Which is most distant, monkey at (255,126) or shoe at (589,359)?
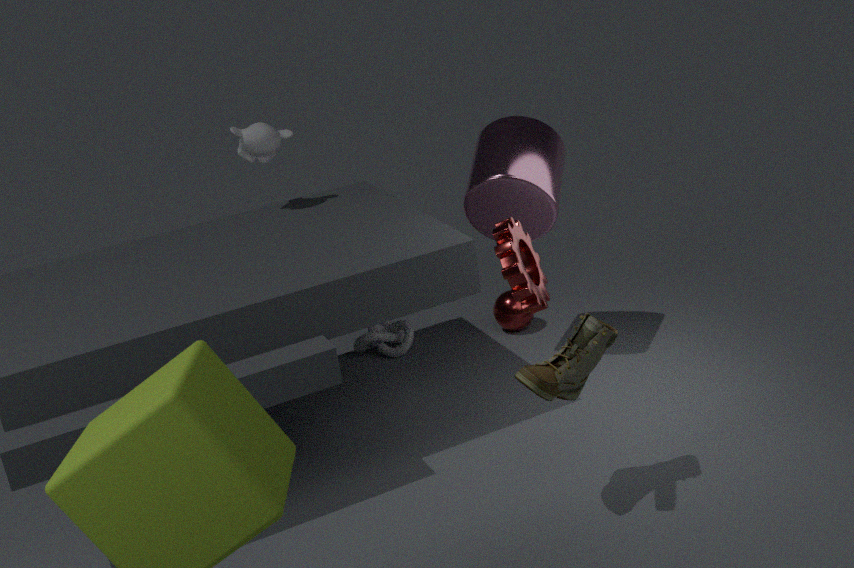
monkey at (255,126)
